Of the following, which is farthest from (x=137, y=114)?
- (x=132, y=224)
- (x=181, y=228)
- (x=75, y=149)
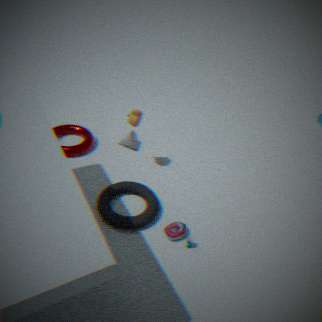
(x=181, y=228)
